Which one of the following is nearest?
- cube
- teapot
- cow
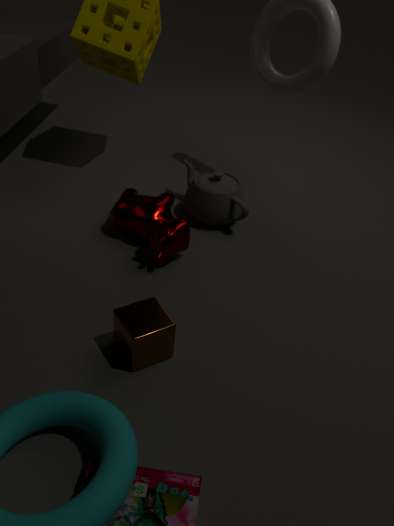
cube
